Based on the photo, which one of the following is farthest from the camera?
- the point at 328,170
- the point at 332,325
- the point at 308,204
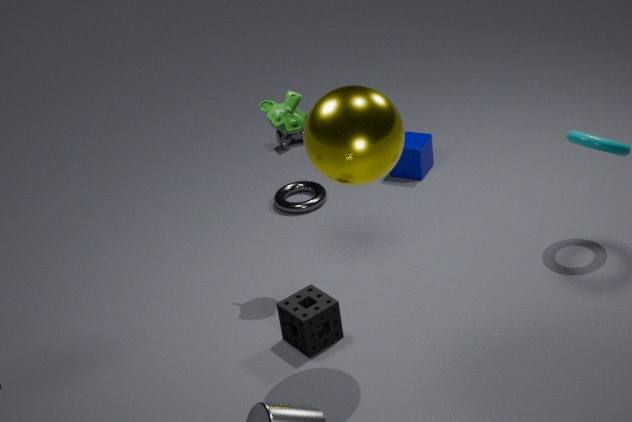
the point at 308,204
